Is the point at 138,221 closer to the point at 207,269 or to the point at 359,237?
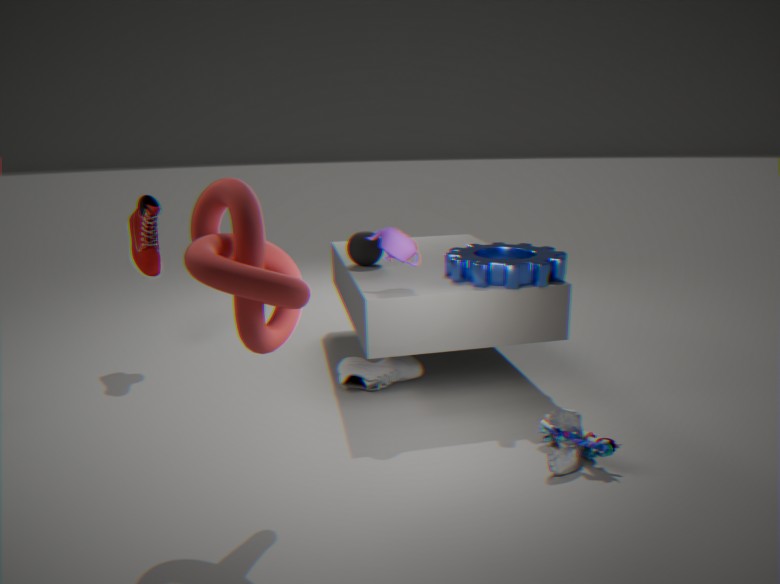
the point at 359,237
